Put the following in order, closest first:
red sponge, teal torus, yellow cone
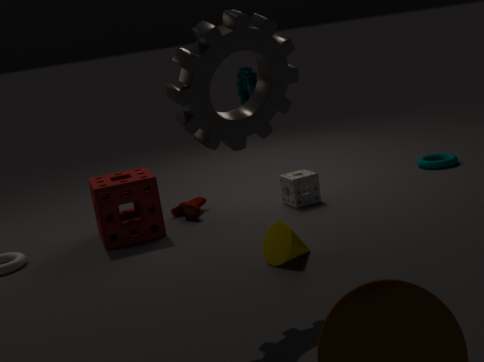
yellow cone < red sponge < teal torus
